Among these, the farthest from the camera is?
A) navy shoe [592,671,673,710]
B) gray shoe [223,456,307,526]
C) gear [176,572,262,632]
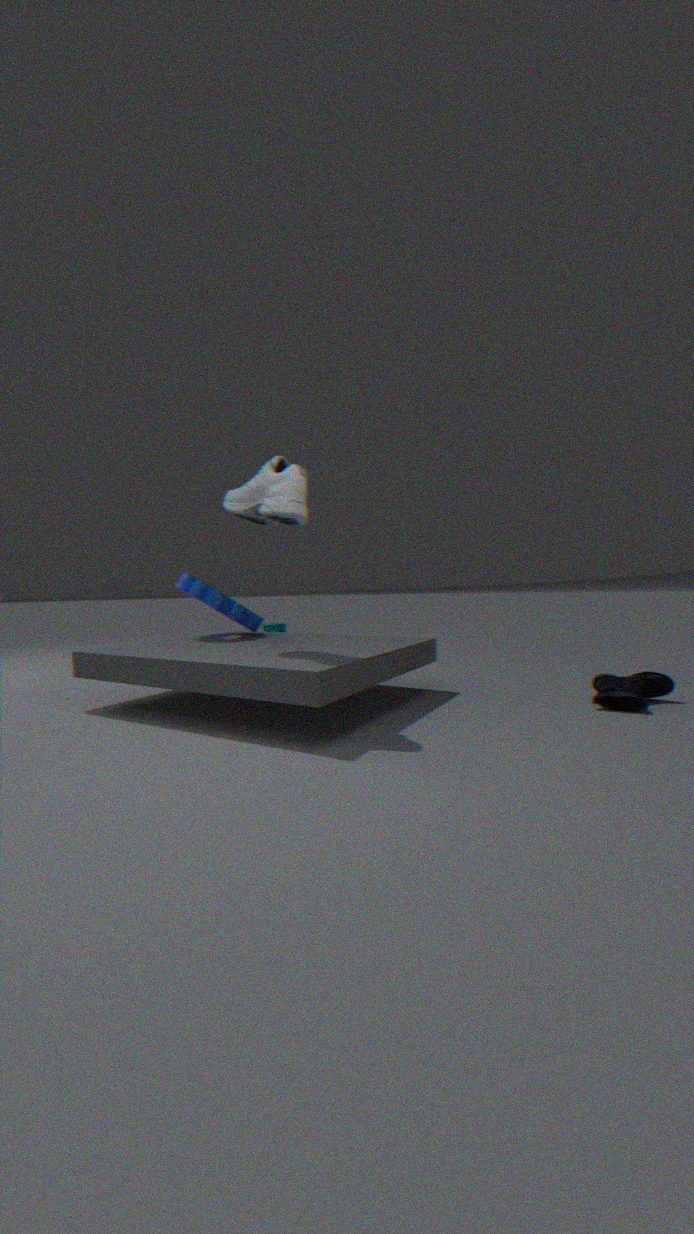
gear [176,572,262,632]
